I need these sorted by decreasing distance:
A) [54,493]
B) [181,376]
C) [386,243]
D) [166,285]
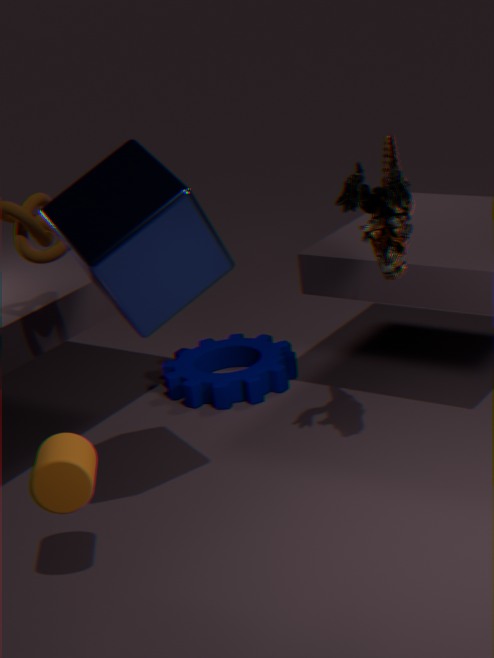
[181,376], [386,243], [166,285], [54,493]
